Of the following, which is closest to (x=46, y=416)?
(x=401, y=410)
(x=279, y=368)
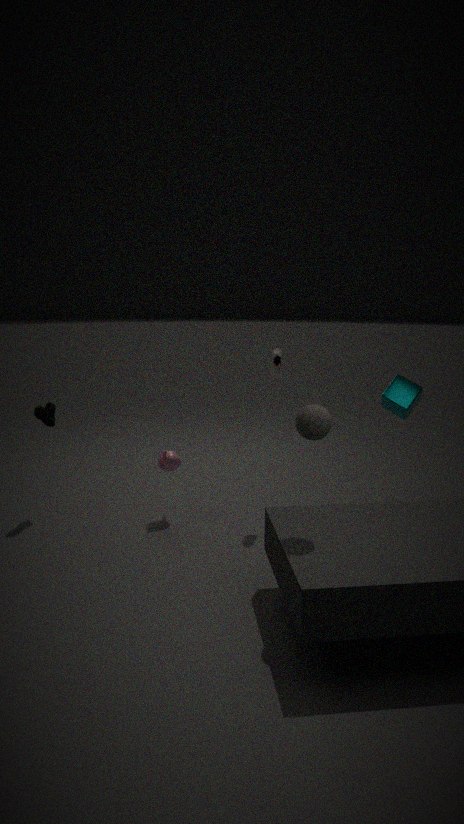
(x=279, y=368)
